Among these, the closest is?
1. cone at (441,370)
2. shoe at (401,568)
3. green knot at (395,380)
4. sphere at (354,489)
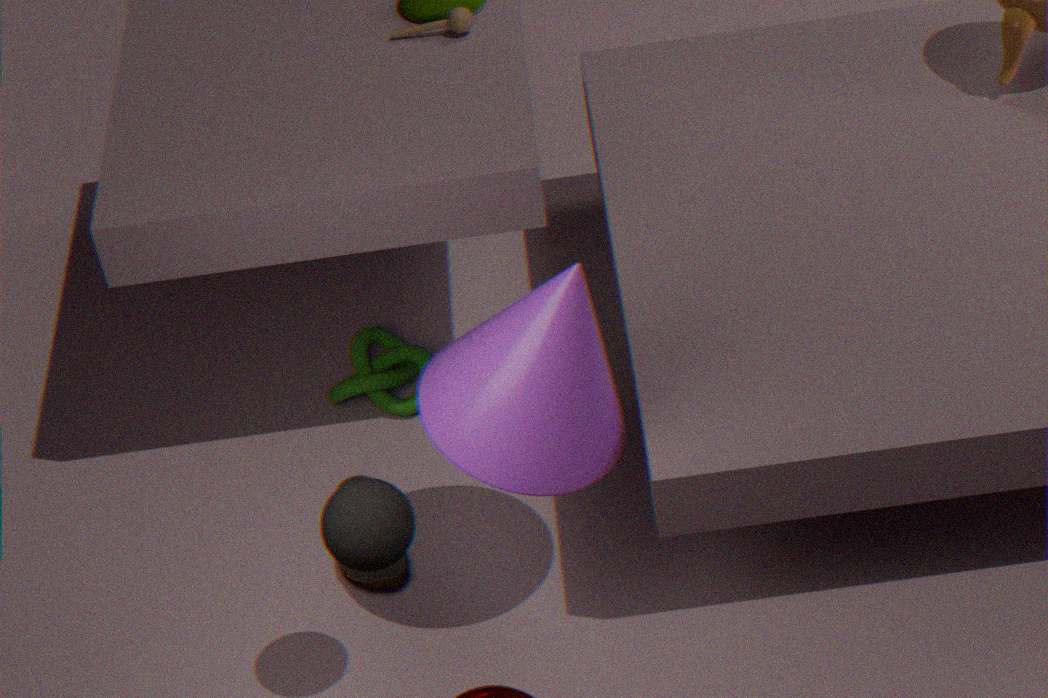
sphere at (354,489)
